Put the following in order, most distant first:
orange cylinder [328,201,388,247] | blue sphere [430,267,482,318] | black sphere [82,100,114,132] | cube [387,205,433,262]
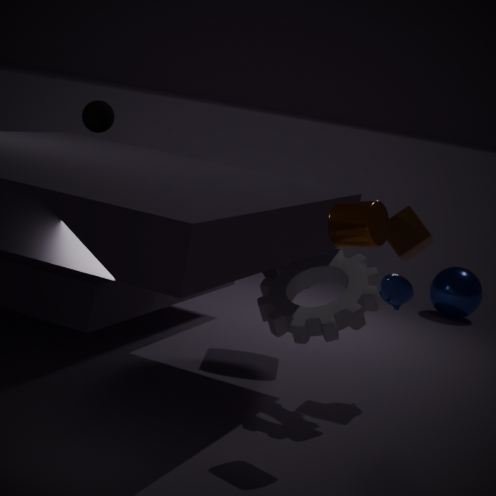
blue sphere [430,267,482,318]
black sphere [82,100,114,132]
cube [387,205,433,262]
orange cylinder [328,201,388,247]
